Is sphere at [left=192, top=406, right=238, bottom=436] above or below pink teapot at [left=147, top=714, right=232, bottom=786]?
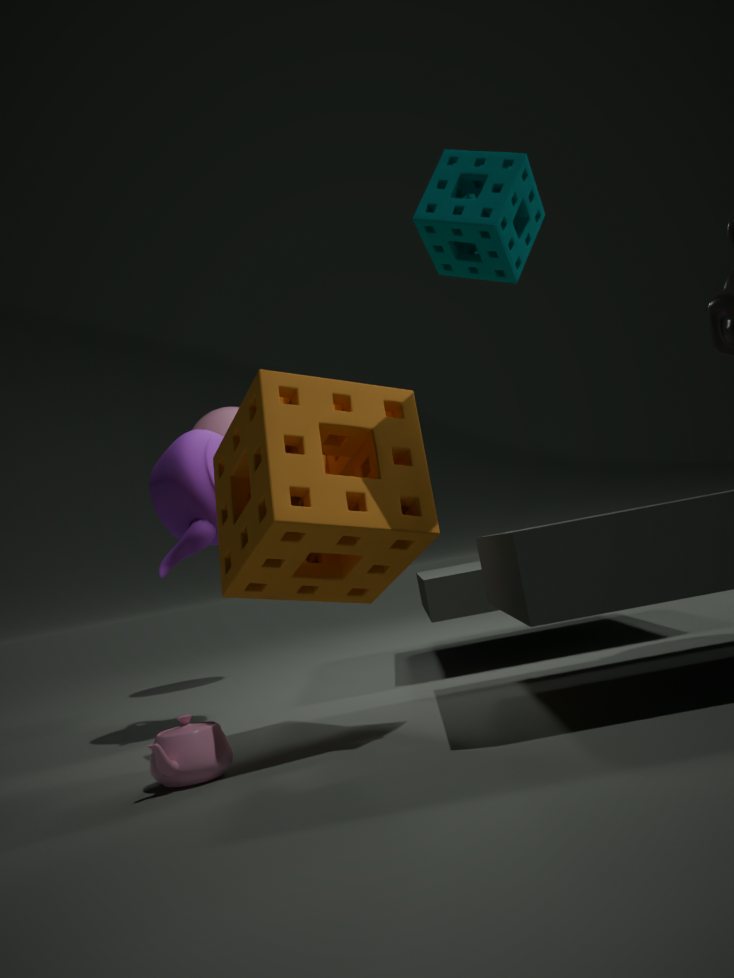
above
